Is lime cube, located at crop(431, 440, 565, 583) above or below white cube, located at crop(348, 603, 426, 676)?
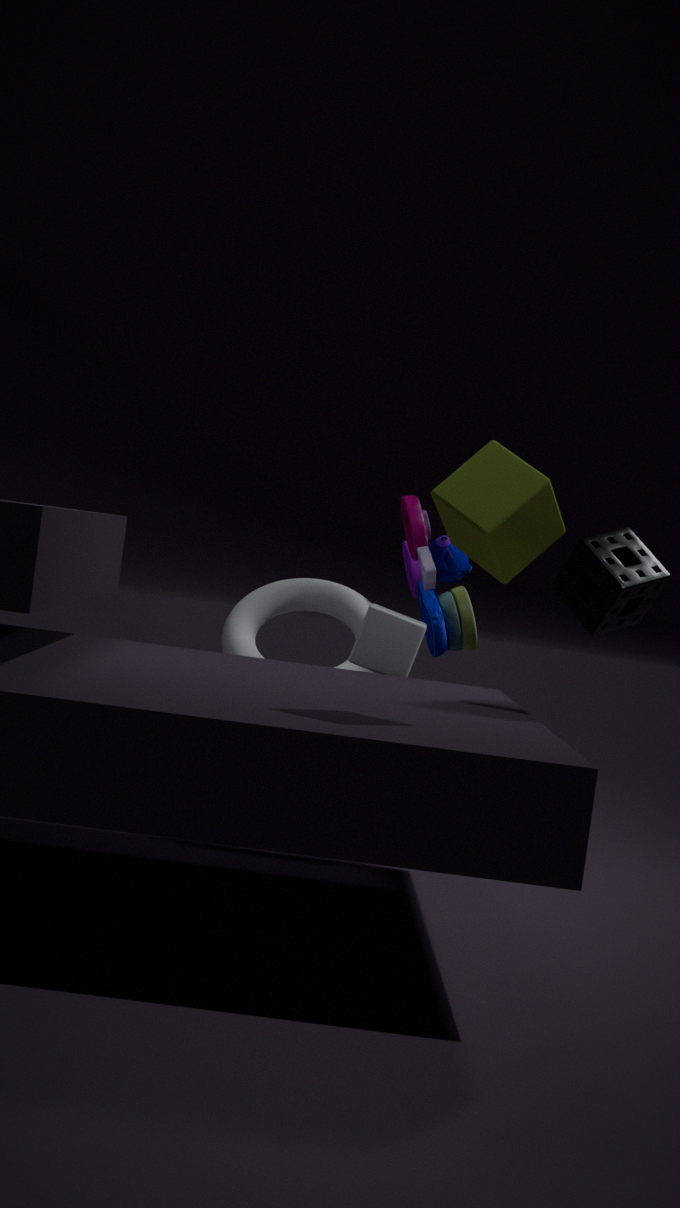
above
